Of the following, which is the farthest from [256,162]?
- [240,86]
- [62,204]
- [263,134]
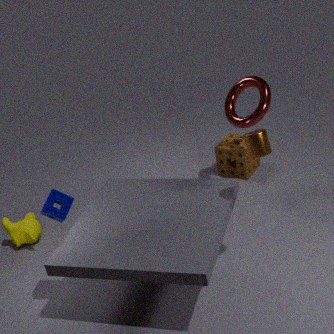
[62,204]
